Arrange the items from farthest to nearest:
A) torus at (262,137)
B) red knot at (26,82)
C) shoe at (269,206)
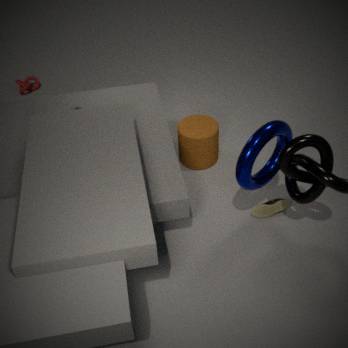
red knot at (26,82) → shoe at (269,206) → torus at (262,137)
